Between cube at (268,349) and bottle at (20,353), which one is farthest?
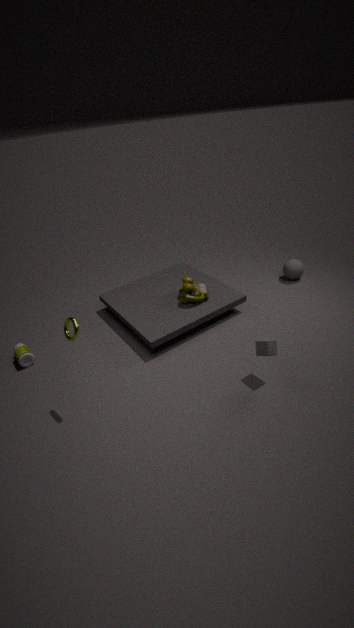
bottle at (20,353)
